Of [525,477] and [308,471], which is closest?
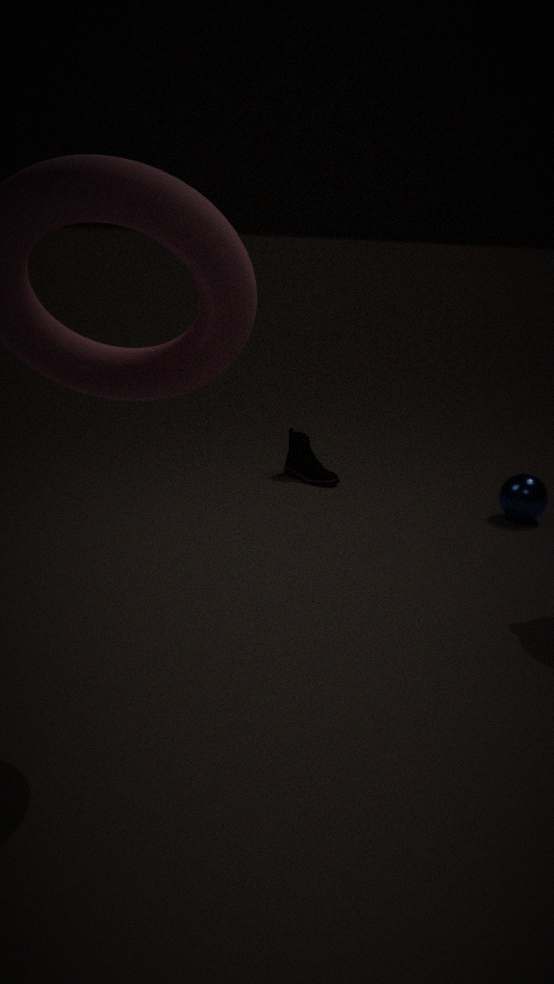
[525,477]
